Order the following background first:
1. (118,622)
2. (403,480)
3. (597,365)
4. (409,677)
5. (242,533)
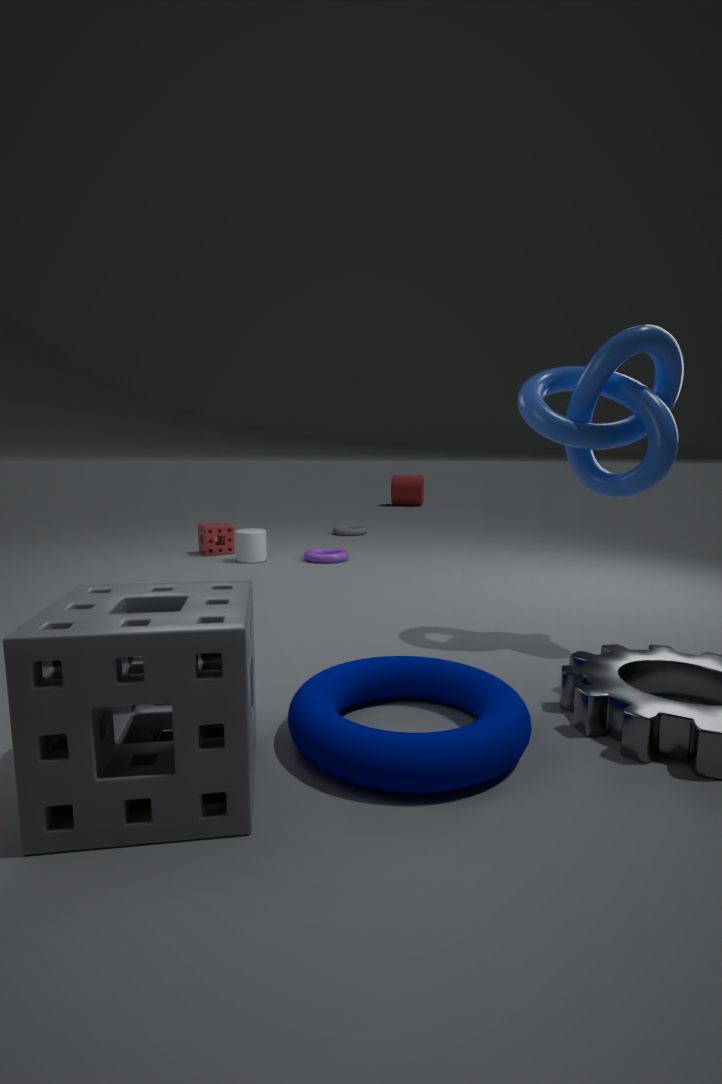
(403,480)
(242,533)
(597,365)
(409,677)
(118,622)
